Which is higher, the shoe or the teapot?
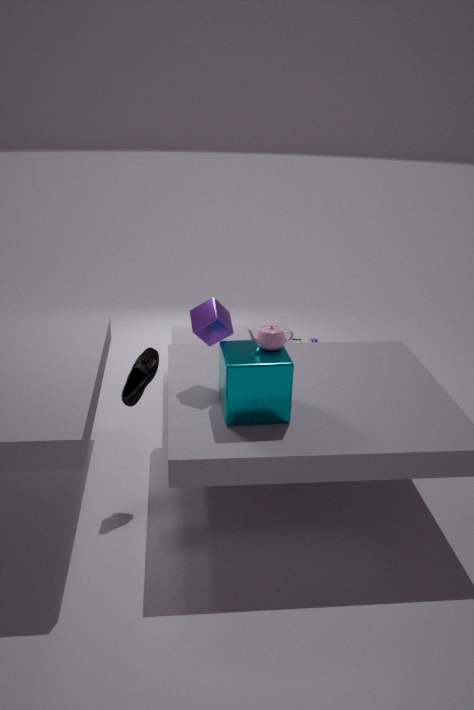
the teapot
